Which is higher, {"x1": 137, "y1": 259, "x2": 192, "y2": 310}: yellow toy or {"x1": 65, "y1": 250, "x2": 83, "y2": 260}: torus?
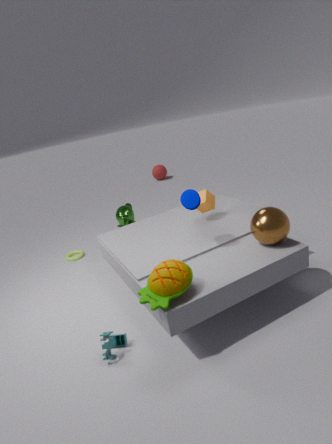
{"x1": 137, "y1": 259, "x2": 192, "y2": 310}: yellow toy
